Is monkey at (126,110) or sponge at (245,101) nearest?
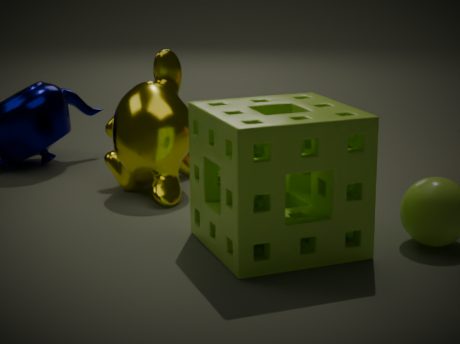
sponge at (245,101)
